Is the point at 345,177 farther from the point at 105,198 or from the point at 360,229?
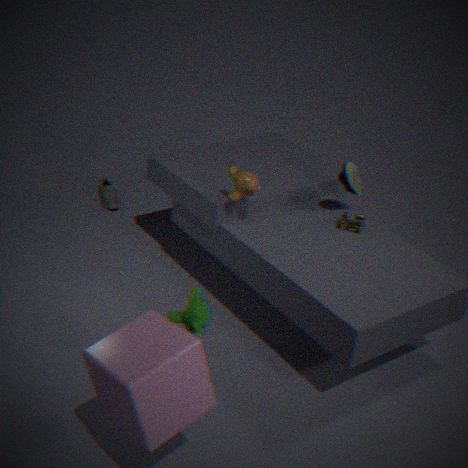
the point at 105,198
